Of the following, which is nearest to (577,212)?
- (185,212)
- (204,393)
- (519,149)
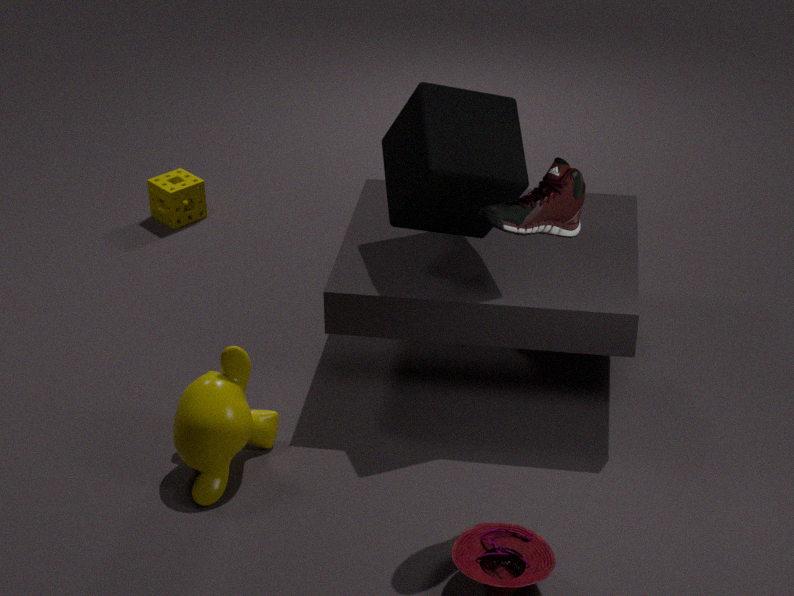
(519,149)
